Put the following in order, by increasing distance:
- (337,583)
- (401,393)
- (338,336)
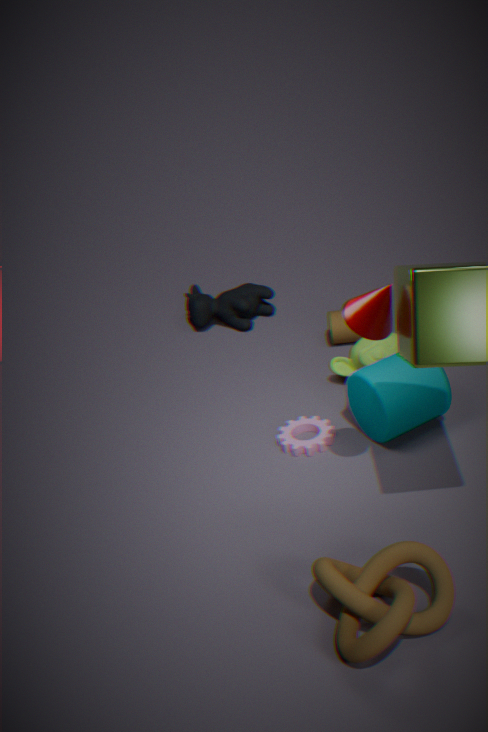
(337,583) → (401,393) → (338,336)
